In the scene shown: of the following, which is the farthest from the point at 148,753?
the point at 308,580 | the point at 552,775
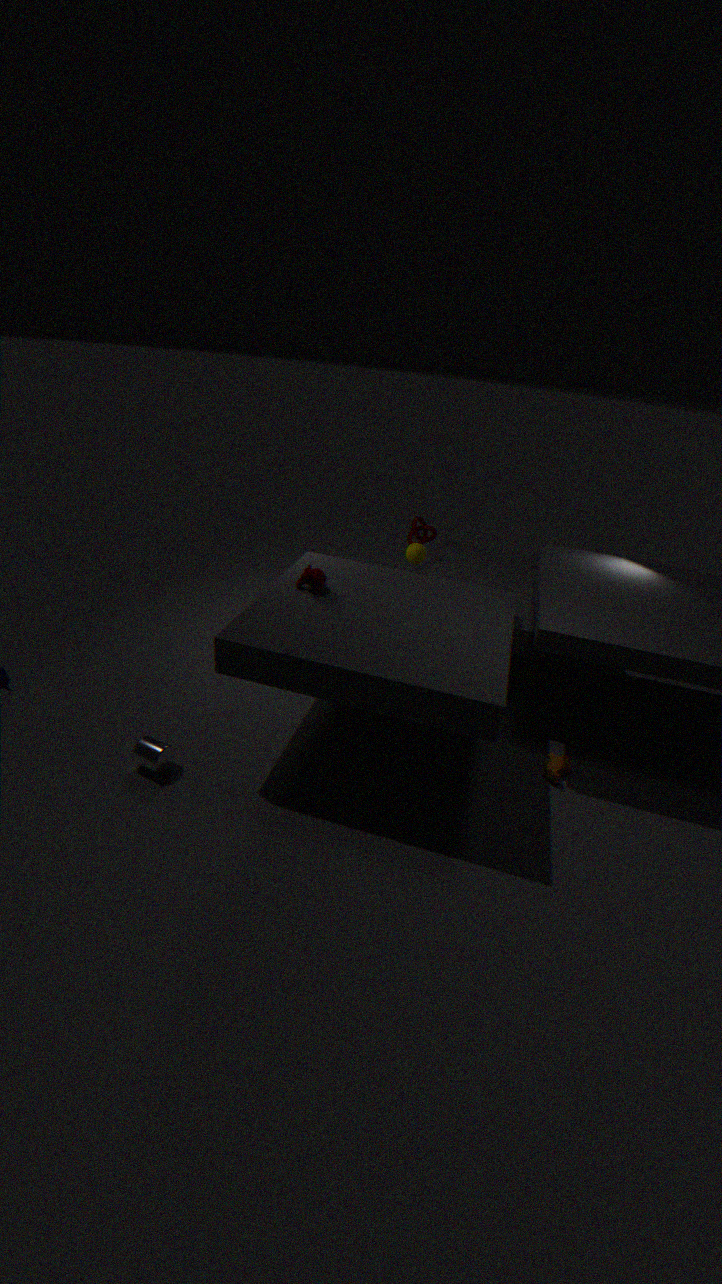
the point at 552,775
